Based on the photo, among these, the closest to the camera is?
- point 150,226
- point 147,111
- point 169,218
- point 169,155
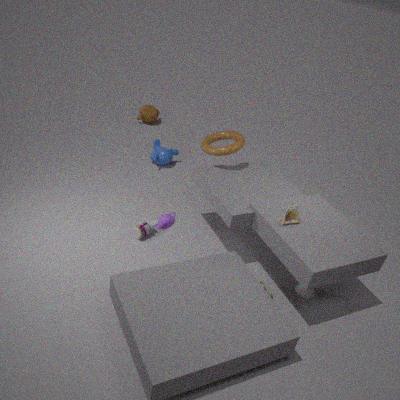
point 169,218
